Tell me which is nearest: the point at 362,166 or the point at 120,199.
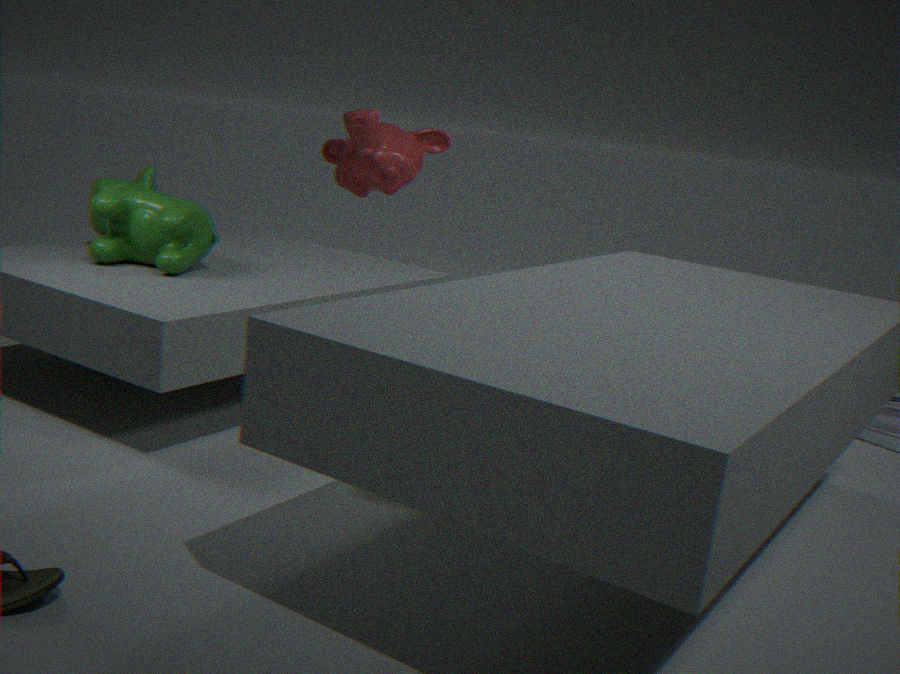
the point at 120,199
